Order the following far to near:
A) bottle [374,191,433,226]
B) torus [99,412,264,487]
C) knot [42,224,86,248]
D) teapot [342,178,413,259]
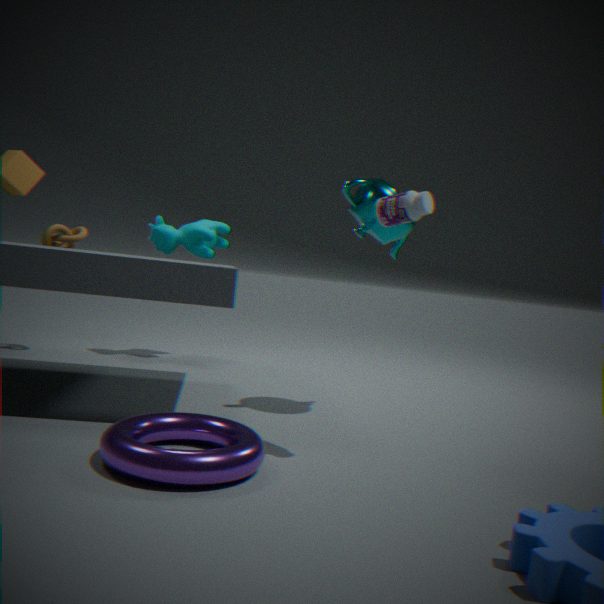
1. knot [42,224,86,248]
2. teapot [342,178,413,259]
3. bottle [374,191,433,226]
4. torus [99,412,264,487]
